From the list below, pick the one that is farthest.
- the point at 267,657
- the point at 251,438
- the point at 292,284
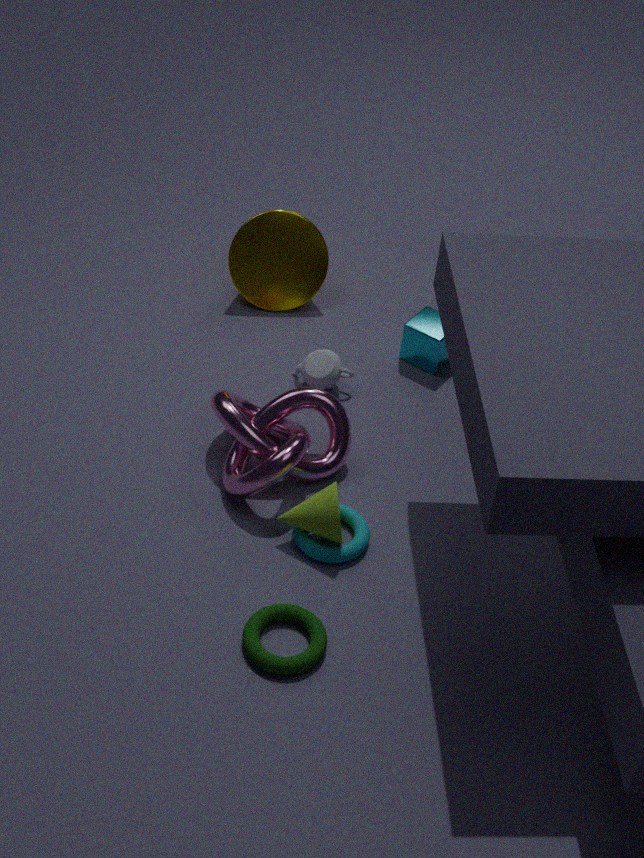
the point at 292,284
